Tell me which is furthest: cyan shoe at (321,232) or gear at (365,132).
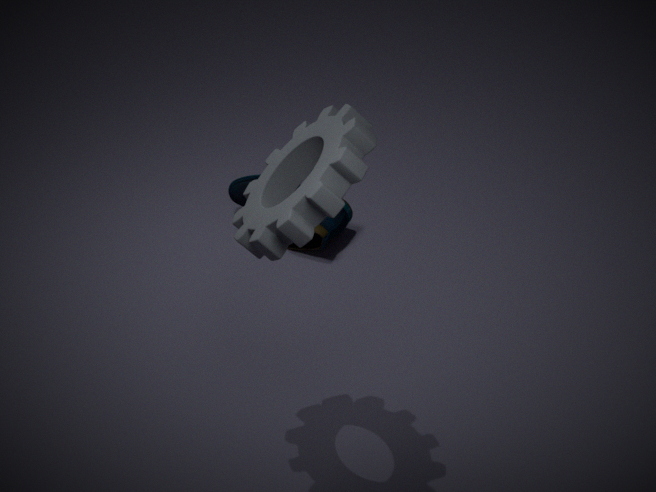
cyan shoe at (321,232)
